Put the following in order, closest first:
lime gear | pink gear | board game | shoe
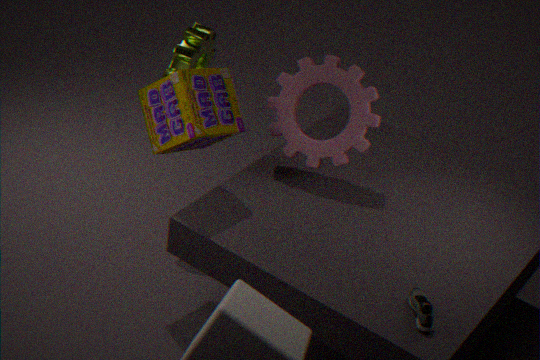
shoe, board game, pink gear, lime gear
